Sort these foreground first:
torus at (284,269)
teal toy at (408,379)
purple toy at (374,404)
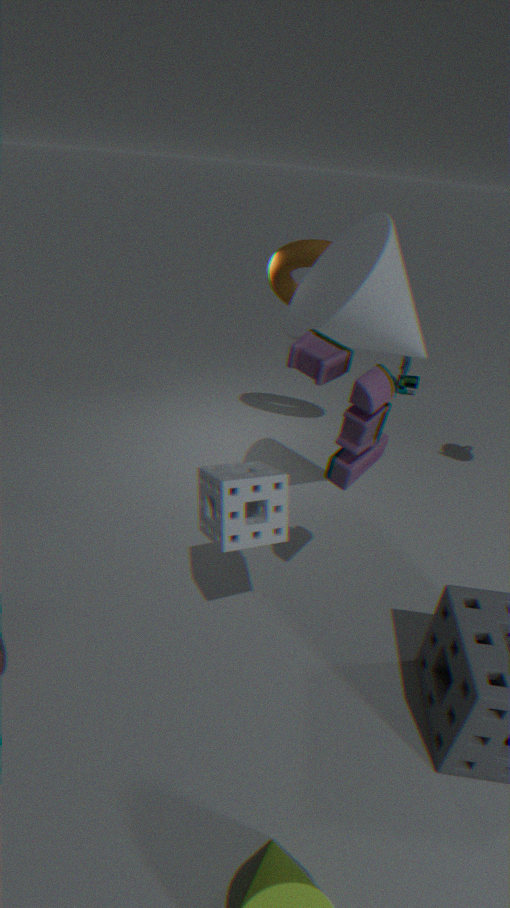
1. purple toy at (374,404)
2. torus at (284,269)
3. teal toy at (408,379)
